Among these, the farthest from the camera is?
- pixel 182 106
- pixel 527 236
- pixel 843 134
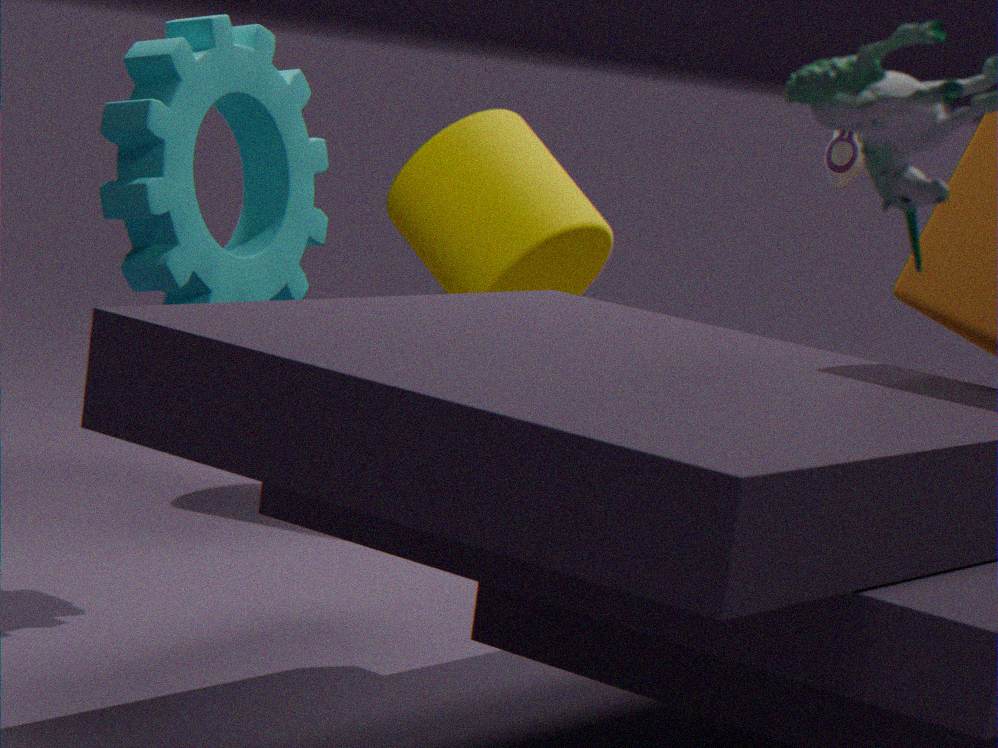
pixel 527 236
